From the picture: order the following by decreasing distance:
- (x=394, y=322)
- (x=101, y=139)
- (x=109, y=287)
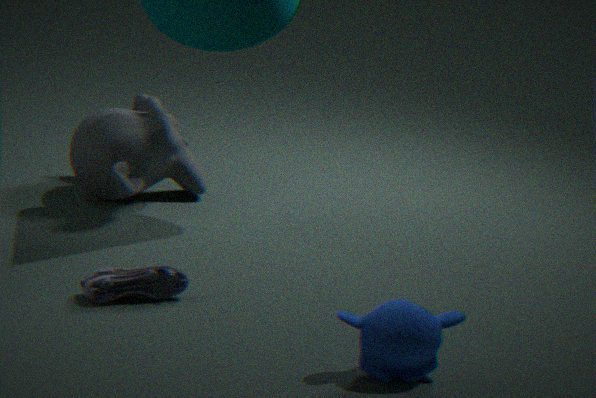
(x=101, y=139) < (x=109, y=287) < (x=394, y=322)
